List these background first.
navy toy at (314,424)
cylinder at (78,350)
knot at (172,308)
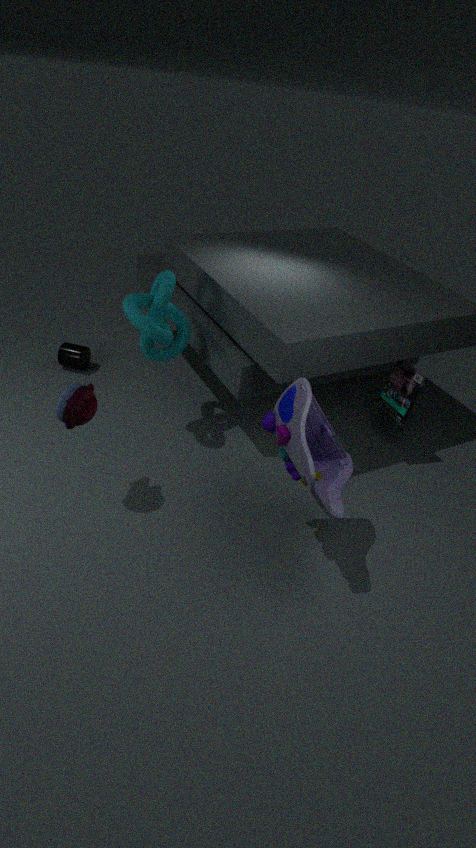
cylinder at (78,350), knot at (172,308), navy toy at (314,424)
